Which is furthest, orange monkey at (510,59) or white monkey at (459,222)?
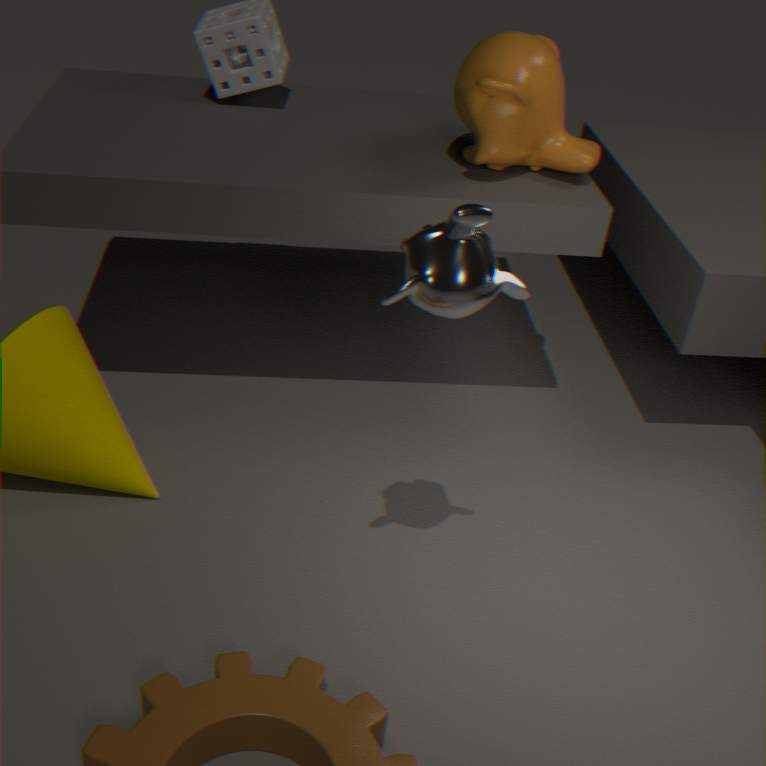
orange monkey at (510,59)
